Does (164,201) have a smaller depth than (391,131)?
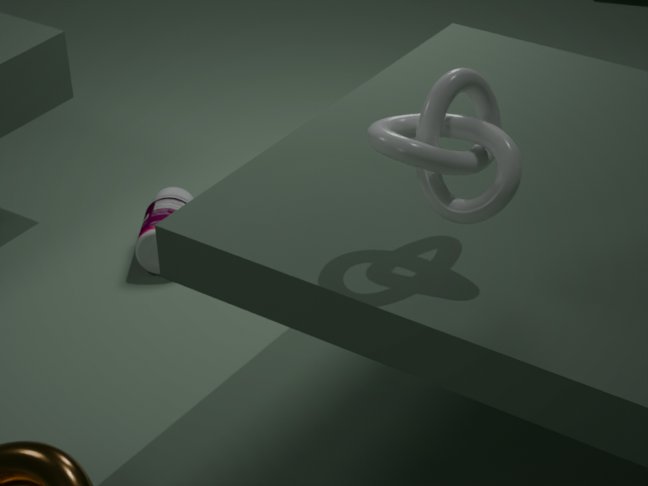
No
